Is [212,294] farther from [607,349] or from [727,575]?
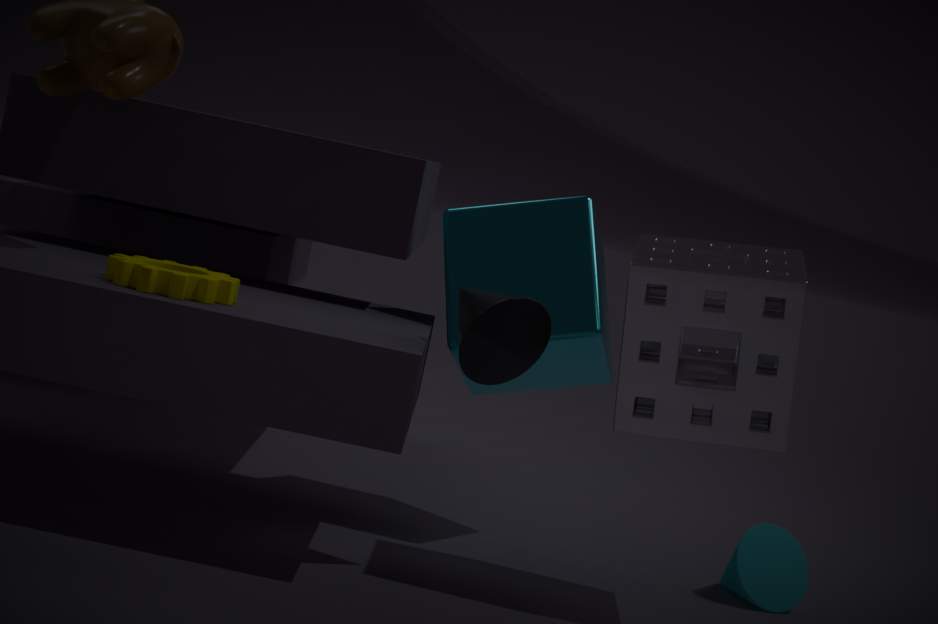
[727,575]
